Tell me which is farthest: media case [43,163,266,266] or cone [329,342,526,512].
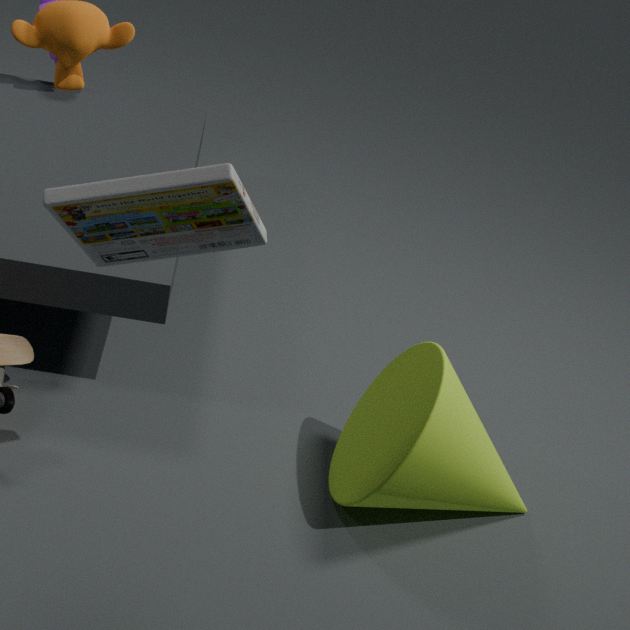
cone [329,342,526,512]
